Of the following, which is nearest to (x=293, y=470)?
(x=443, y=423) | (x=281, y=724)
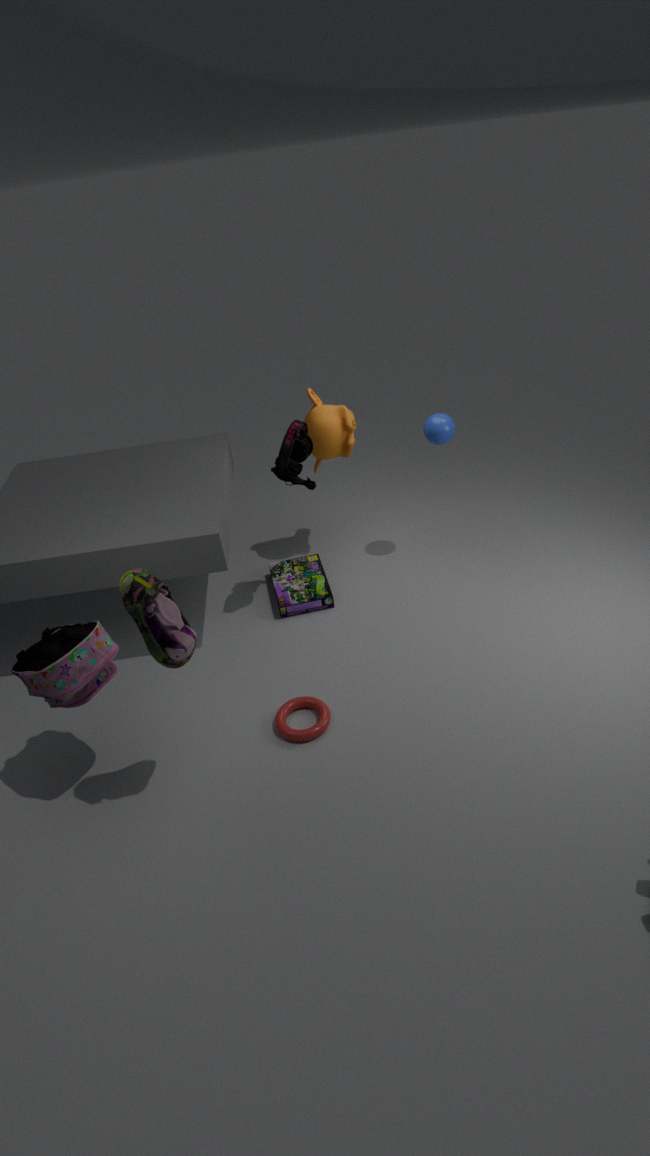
(x=443, y=423)
